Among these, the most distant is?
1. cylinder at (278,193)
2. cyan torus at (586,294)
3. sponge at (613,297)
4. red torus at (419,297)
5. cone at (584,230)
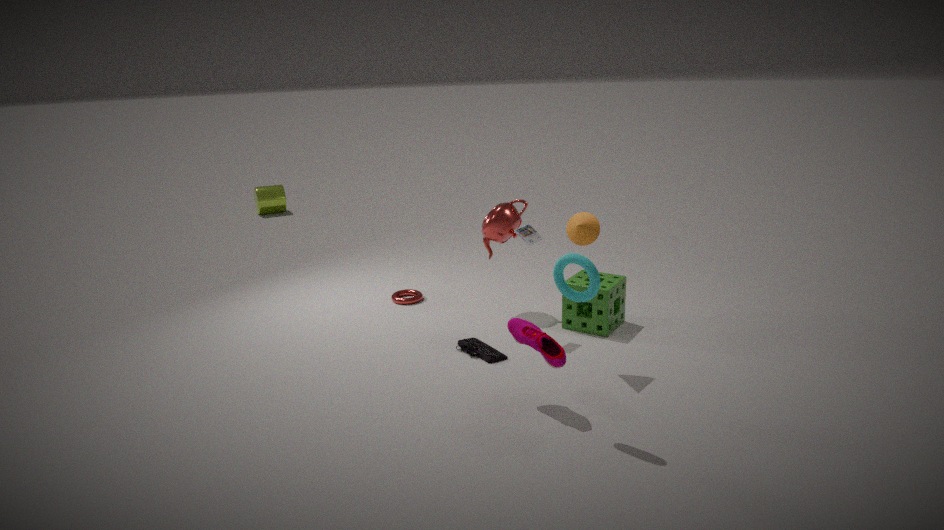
cylinder at (278,193)
